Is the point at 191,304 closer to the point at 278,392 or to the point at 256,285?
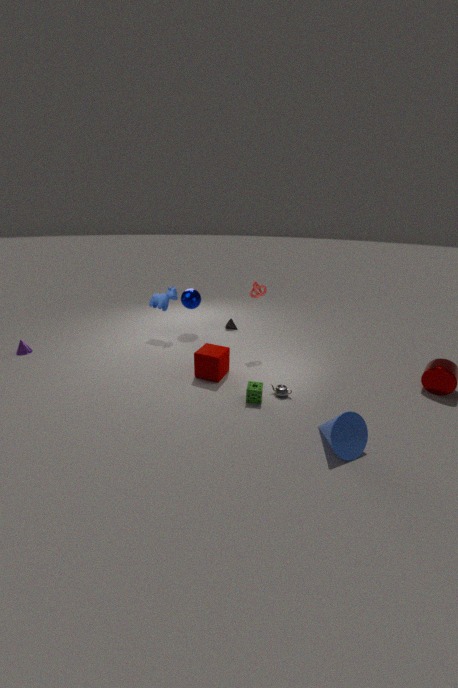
the point at 256,285
